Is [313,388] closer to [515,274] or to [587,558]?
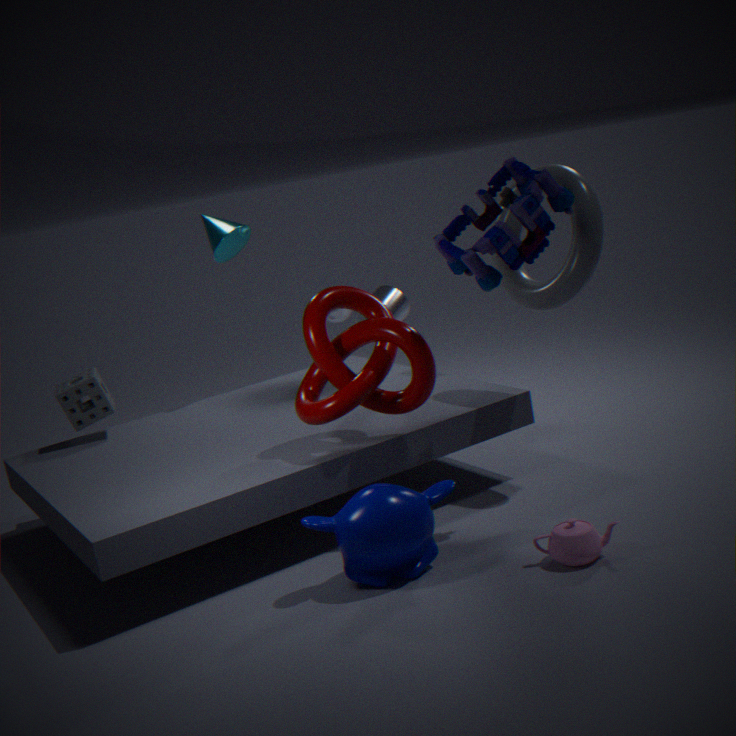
[515,274]
